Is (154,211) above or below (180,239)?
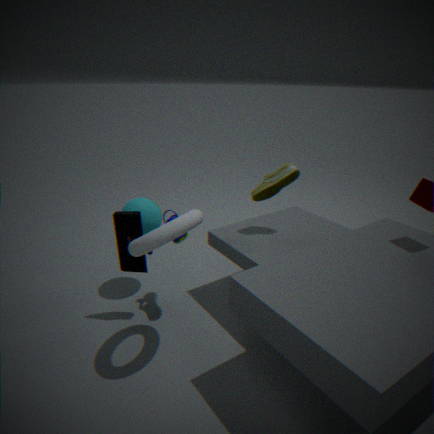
below
